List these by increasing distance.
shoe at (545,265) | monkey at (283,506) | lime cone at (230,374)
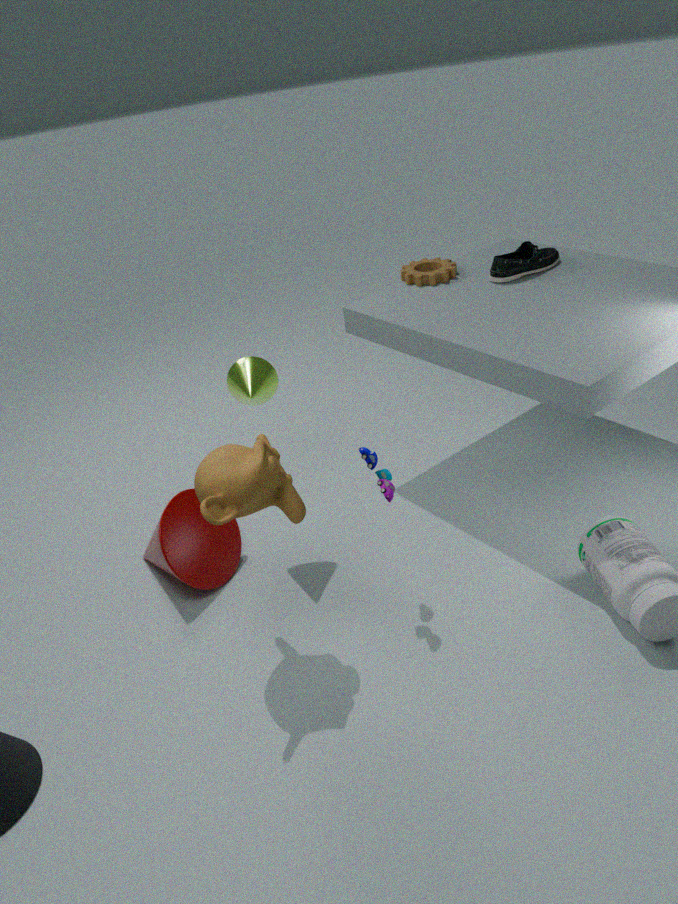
monkey at (283,506) < lime cone at (230,374) < shoe at (545,265)
